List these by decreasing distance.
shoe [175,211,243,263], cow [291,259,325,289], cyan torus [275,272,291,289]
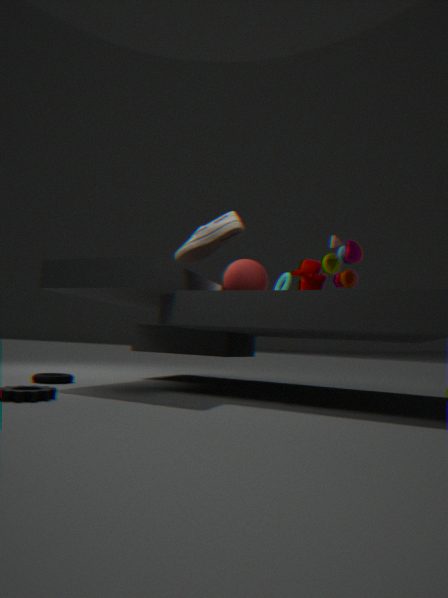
cyan torus [275,272,291,289]
cow [291,259,325,289]
shoe [175,211,243,263]
